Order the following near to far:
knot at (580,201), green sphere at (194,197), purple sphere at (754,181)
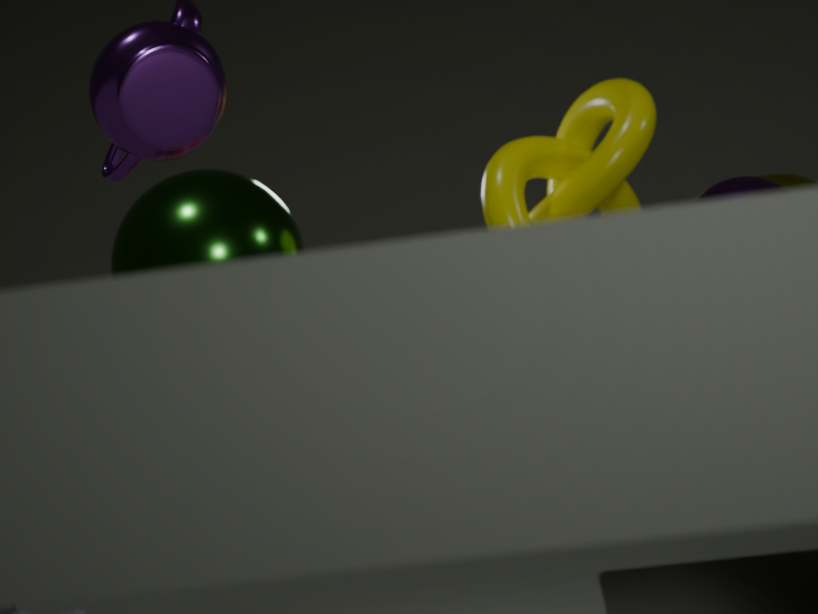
purple sphere at (754,181) < green sphere at (194,197) < knot at (580,201)
